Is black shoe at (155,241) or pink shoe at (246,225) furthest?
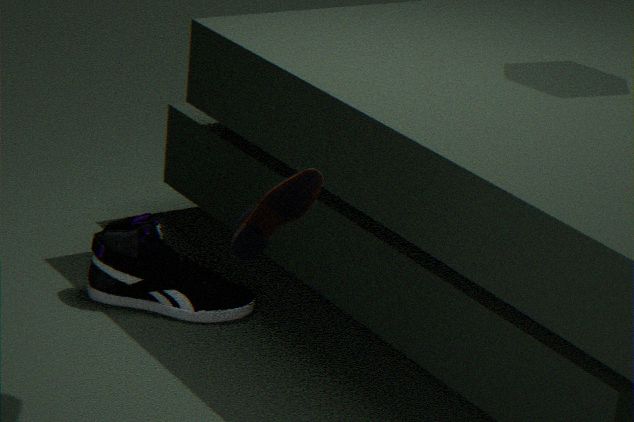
black shoe at (155,241)
